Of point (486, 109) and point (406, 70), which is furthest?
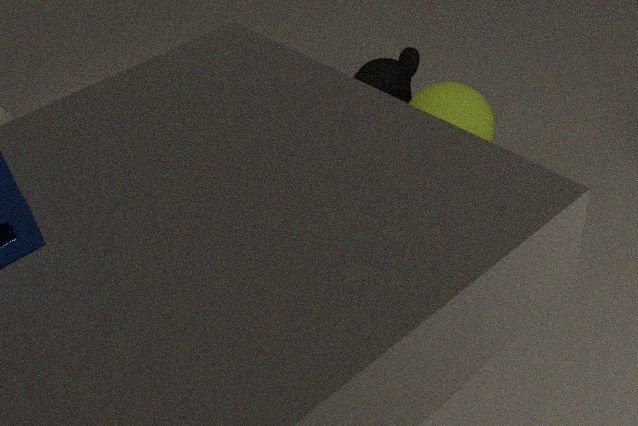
point (406, 70)
